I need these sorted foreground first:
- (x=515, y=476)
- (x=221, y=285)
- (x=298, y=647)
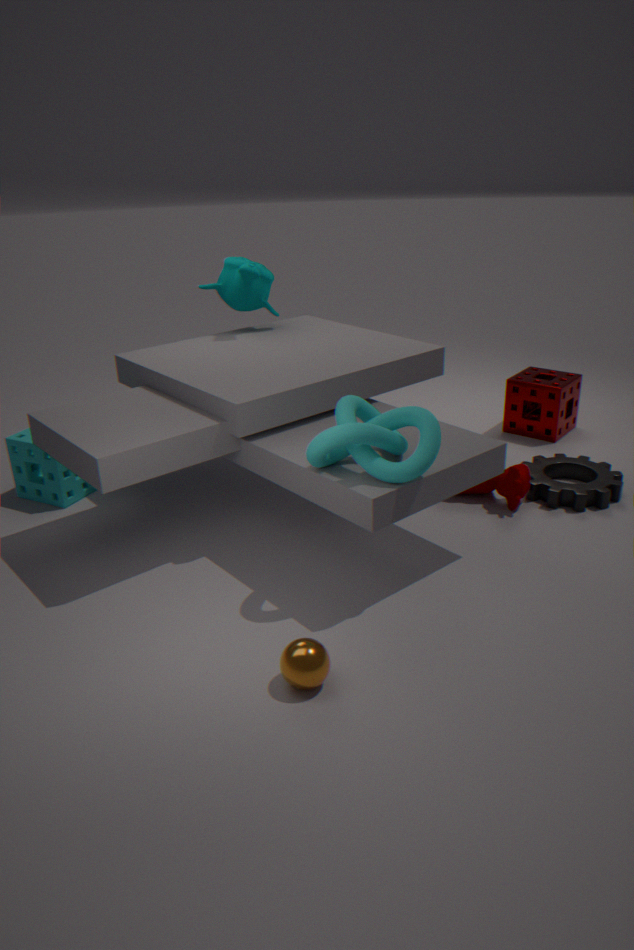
1. (x=298, y=647)
2. (x=515, y=476)
3. (x=221, y=285)
